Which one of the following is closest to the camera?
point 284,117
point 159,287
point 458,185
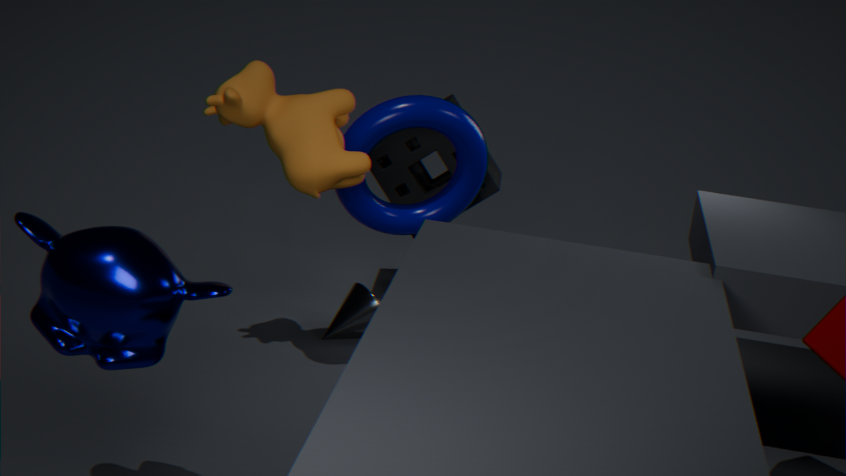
point 159,287
